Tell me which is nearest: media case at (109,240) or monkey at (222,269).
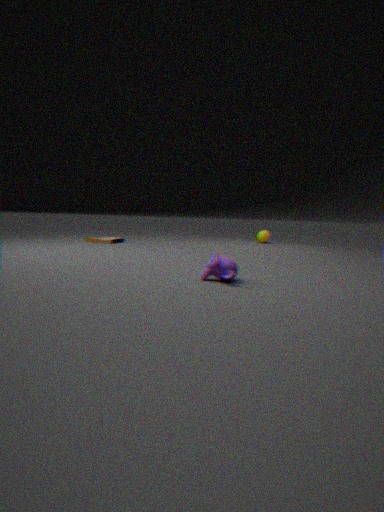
monkey at (222,269)
